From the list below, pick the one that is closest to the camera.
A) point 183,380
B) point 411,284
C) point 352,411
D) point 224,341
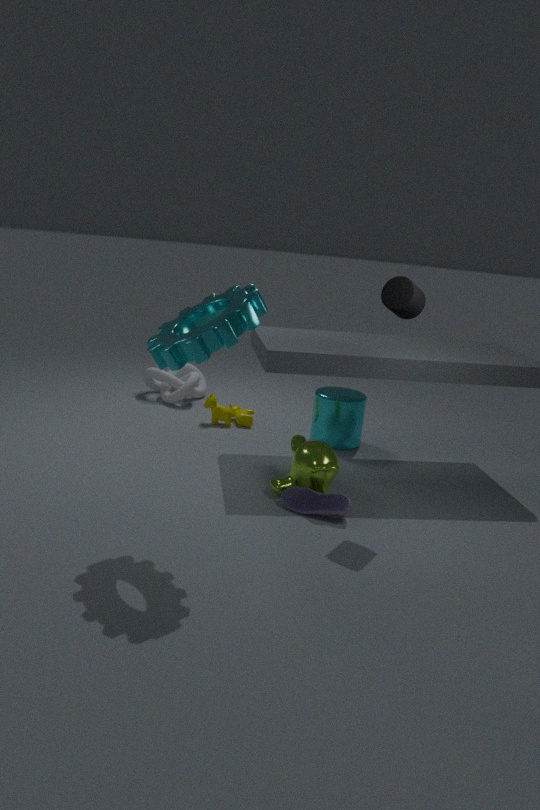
point 224,341
